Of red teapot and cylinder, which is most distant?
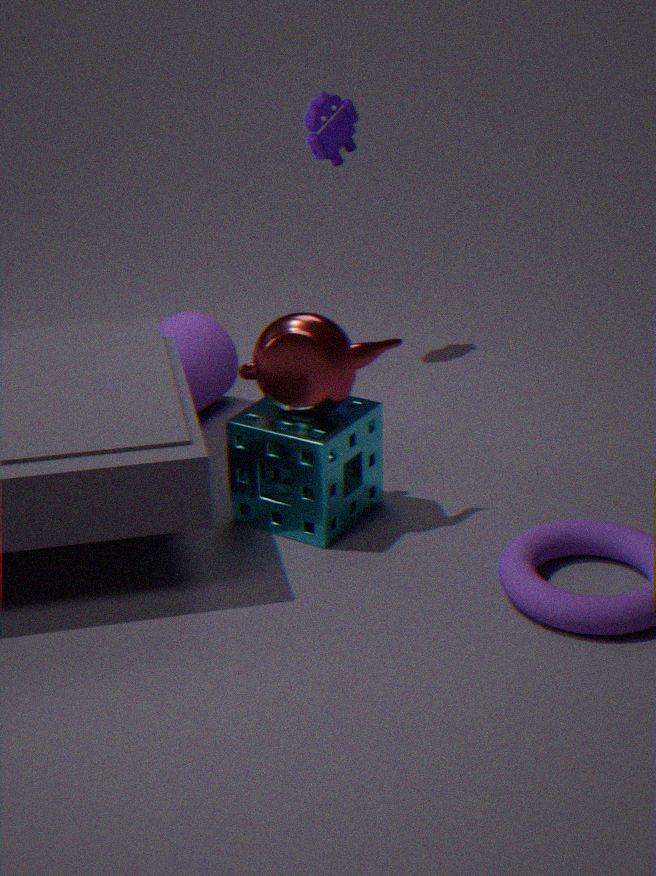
cylinder
